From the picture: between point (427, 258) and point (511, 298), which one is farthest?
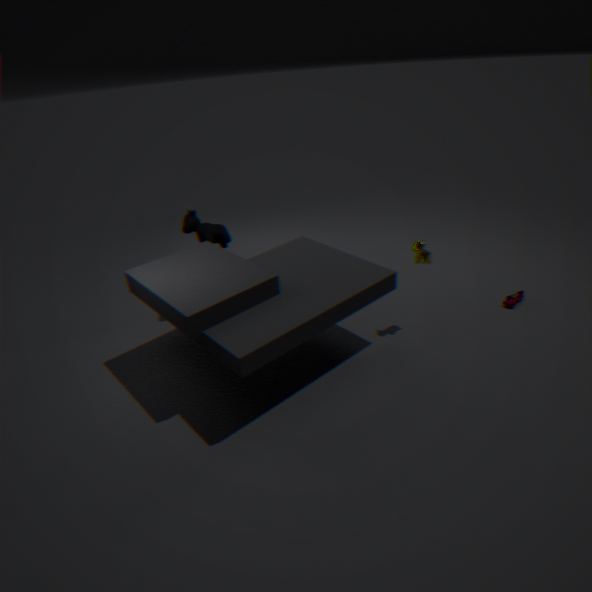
point (511, 298)
